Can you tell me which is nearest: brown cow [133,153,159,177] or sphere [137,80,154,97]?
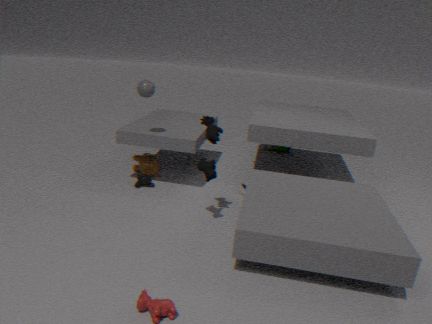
sphere [137,80,154,97]
